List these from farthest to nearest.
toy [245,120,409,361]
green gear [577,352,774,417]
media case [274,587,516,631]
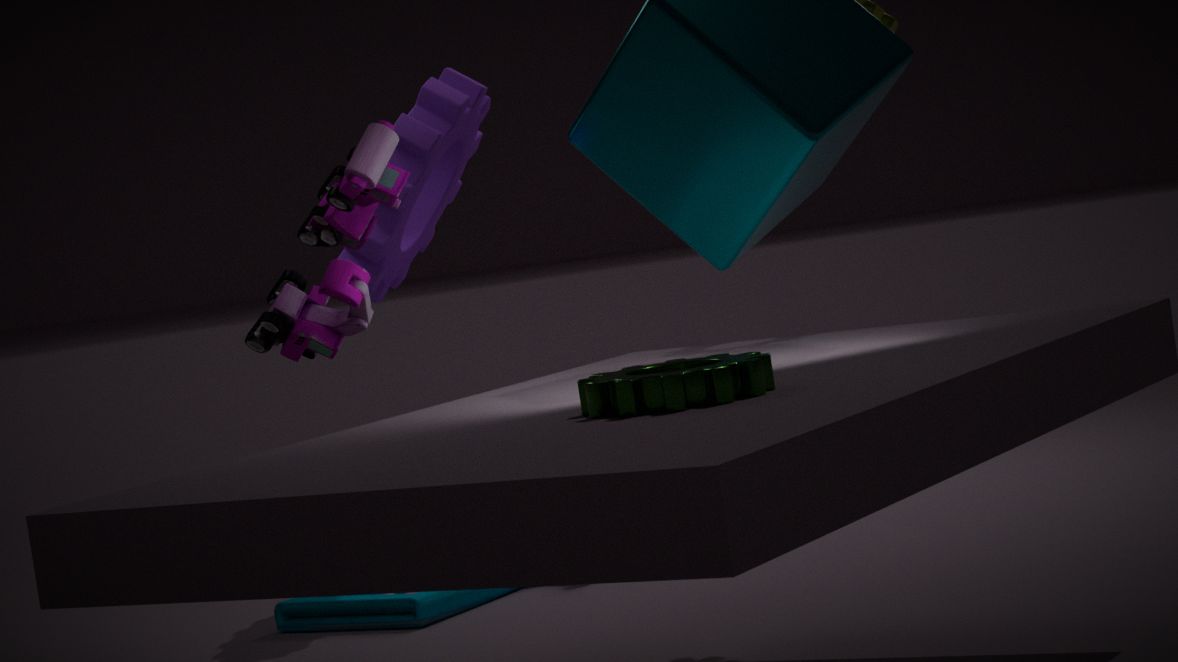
1. media case [274,587,516,631]
2. toy [245,120,409,361]
3. green gear [577,352,774,417]
